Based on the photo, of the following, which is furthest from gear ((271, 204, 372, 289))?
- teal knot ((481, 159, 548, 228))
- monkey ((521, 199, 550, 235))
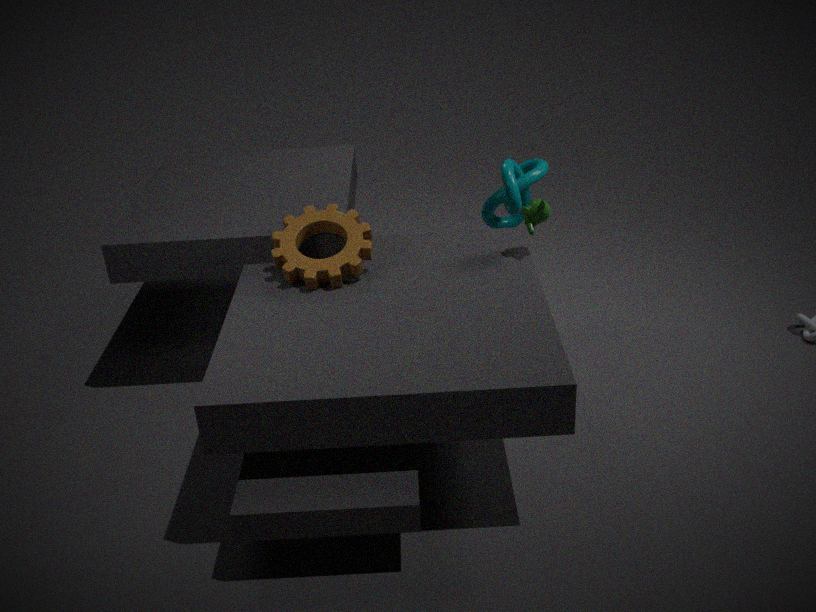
teal knot ((481, 159, 548, 228))
